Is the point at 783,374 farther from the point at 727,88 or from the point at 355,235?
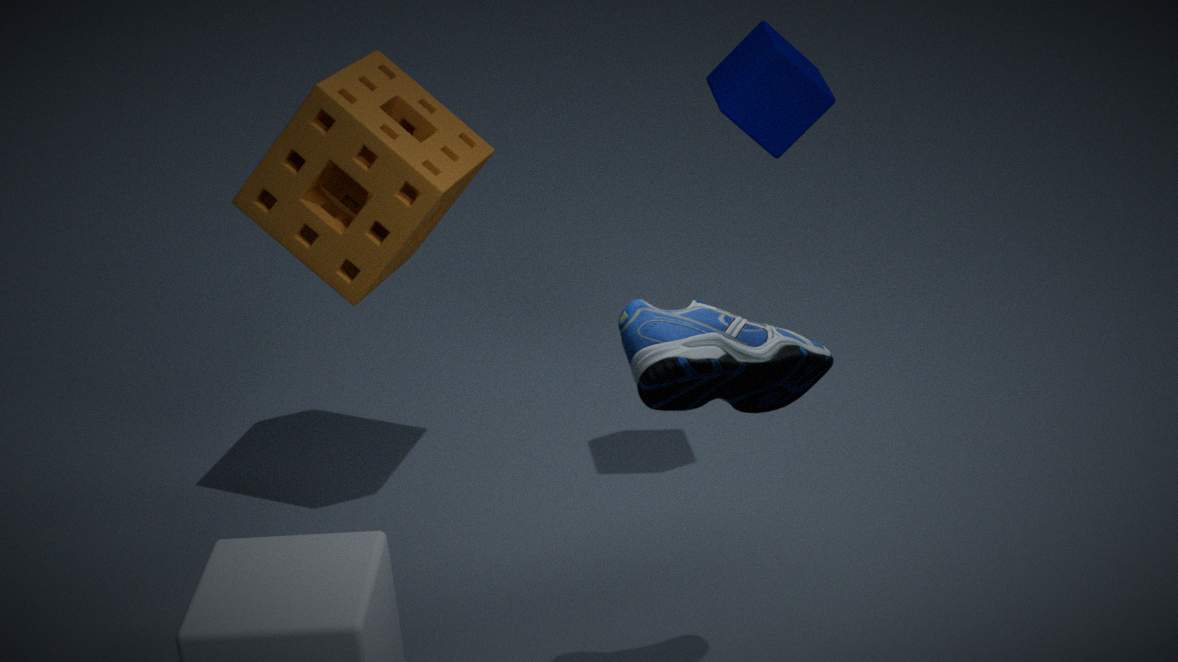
the point at 355,235
